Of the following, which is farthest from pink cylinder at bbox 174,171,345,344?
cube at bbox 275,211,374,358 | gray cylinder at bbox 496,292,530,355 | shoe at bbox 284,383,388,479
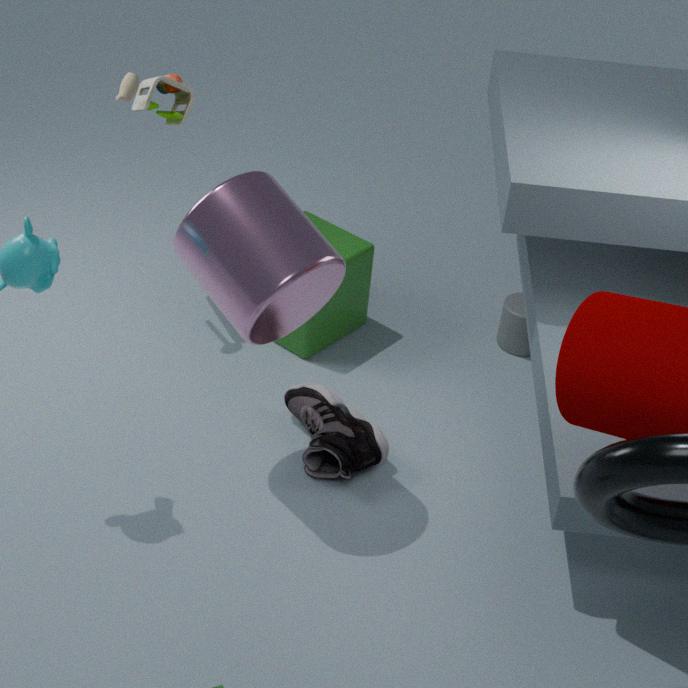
gray cylinder at bbox 496,292,530,355
